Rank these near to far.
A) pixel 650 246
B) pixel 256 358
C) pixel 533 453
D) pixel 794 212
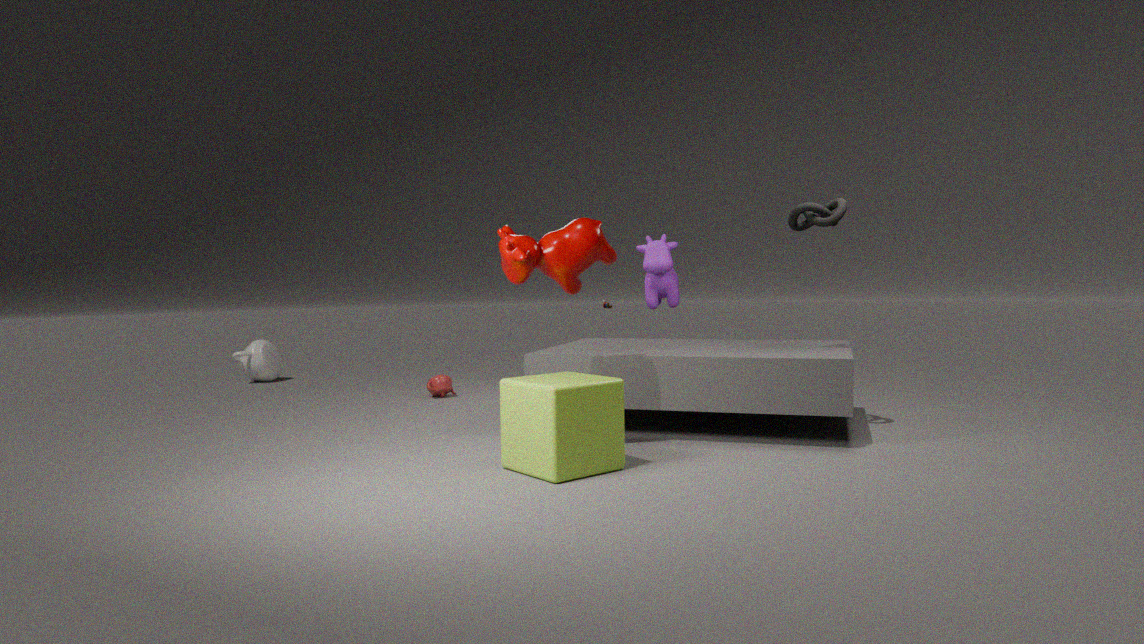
C. pixel 533 453
D. pixel 794 212
A. pixel 650 246
B. pixel 256 358
